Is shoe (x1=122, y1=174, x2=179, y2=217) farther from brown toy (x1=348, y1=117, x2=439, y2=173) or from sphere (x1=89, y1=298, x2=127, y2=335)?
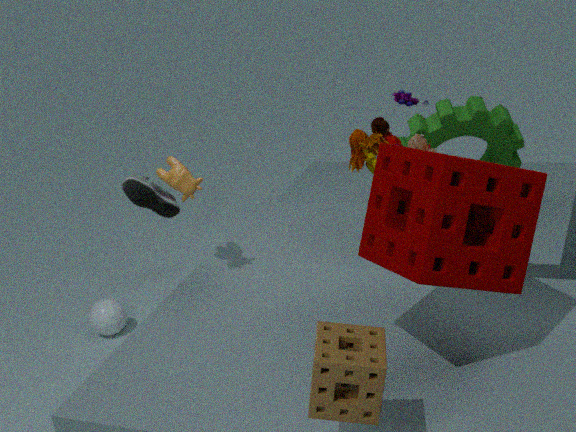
brown toy (x1=348, y1=117, x2=439, y2=173)
